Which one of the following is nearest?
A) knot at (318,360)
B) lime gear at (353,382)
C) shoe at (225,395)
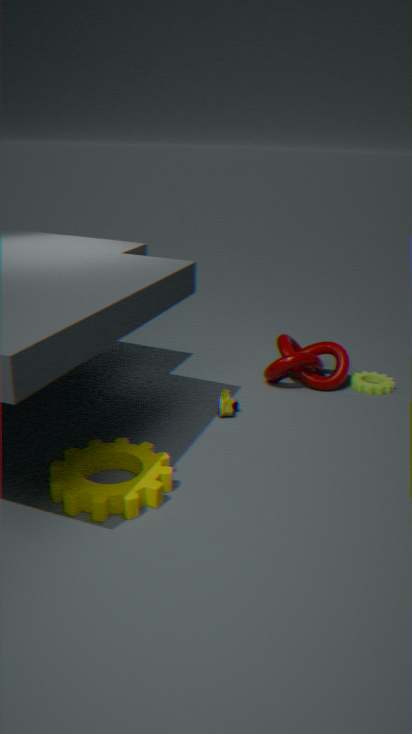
shoe at (225,395)
